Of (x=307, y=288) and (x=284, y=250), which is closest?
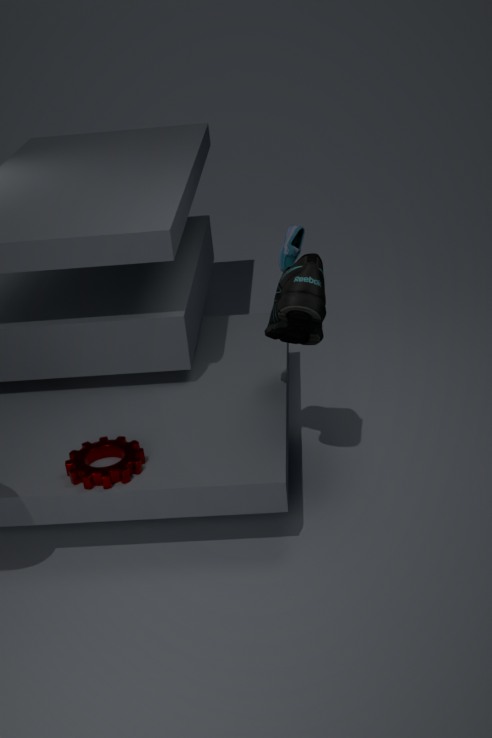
(x=307, y=288)
